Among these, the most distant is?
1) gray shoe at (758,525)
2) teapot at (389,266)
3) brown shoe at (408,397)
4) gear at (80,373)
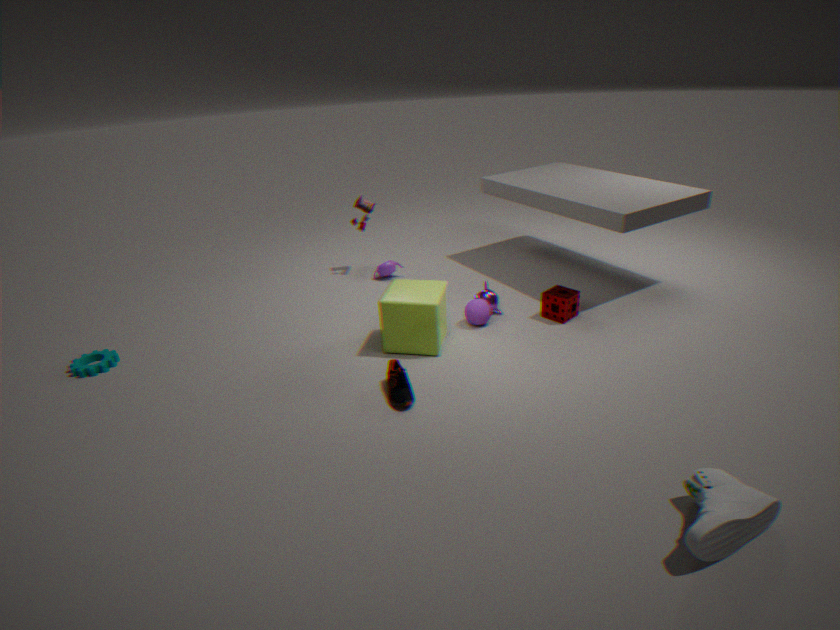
2. teapot at (389,266)
